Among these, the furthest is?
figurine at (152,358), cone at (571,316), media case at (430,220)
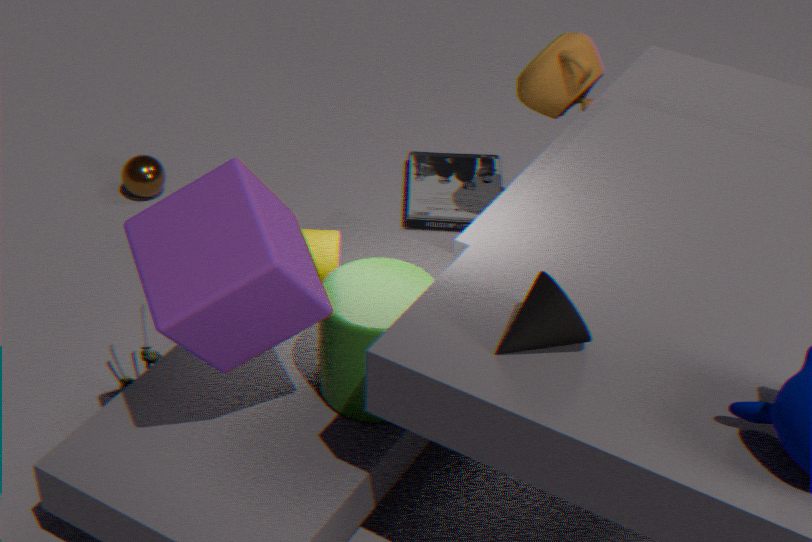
media case at (430,220)
